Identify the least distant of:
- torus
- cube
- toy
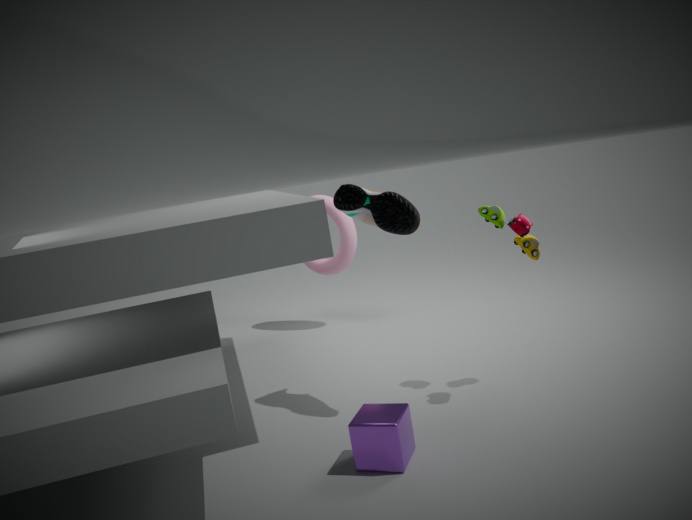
cube
